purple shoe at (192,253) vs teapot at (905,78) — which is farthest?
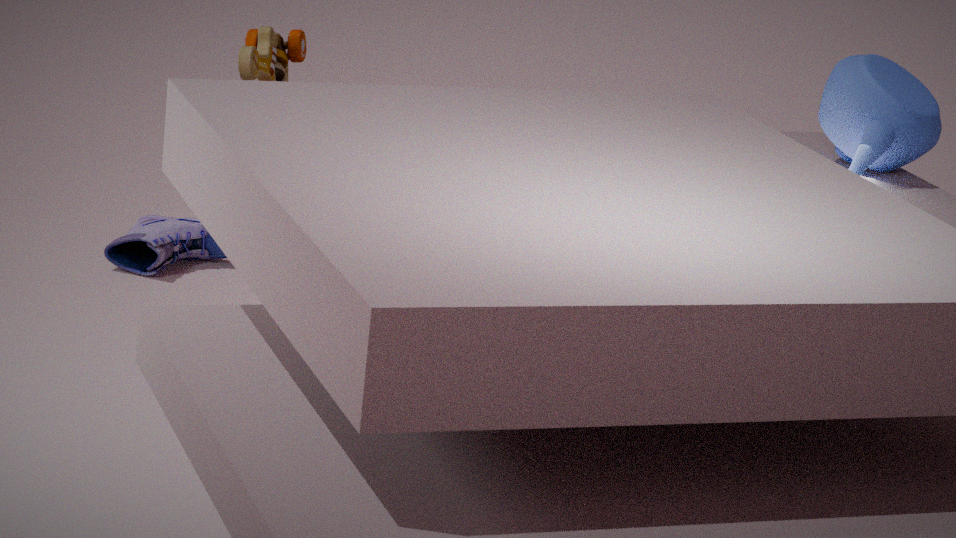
purple shoe at (192,253)
